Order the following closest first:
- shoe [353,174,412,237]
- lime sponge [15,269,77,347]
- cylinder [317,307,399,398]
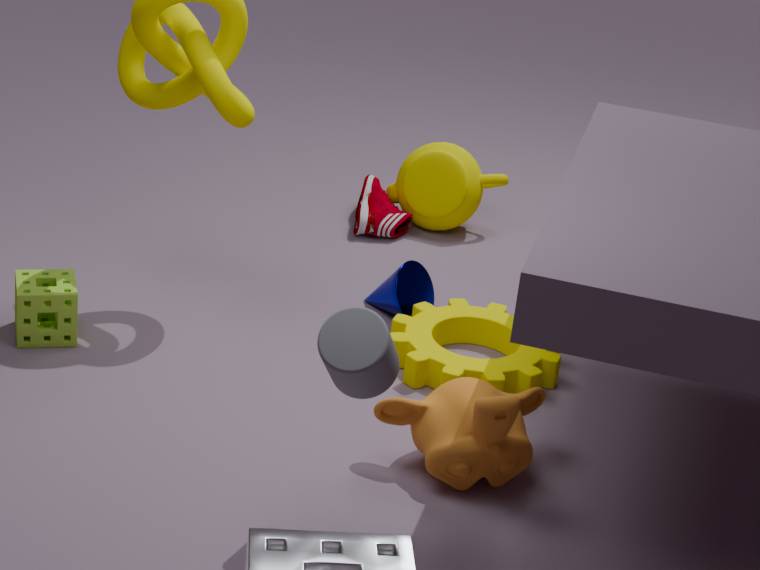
cylinder [317,307,399,398], lime sponge [15,269,77,347], shoe [353,174,412,237]
